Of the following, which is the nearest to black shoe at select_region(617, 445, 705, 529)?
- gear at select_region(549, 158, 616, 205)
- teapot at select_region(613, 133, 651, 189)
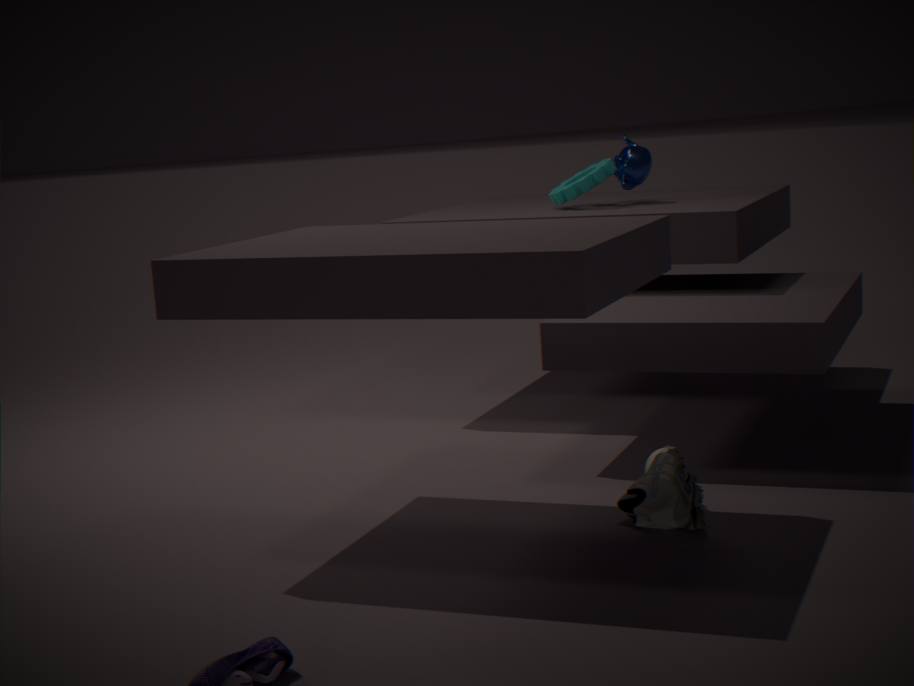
gear at select_region(549, 158, 616, 205)
